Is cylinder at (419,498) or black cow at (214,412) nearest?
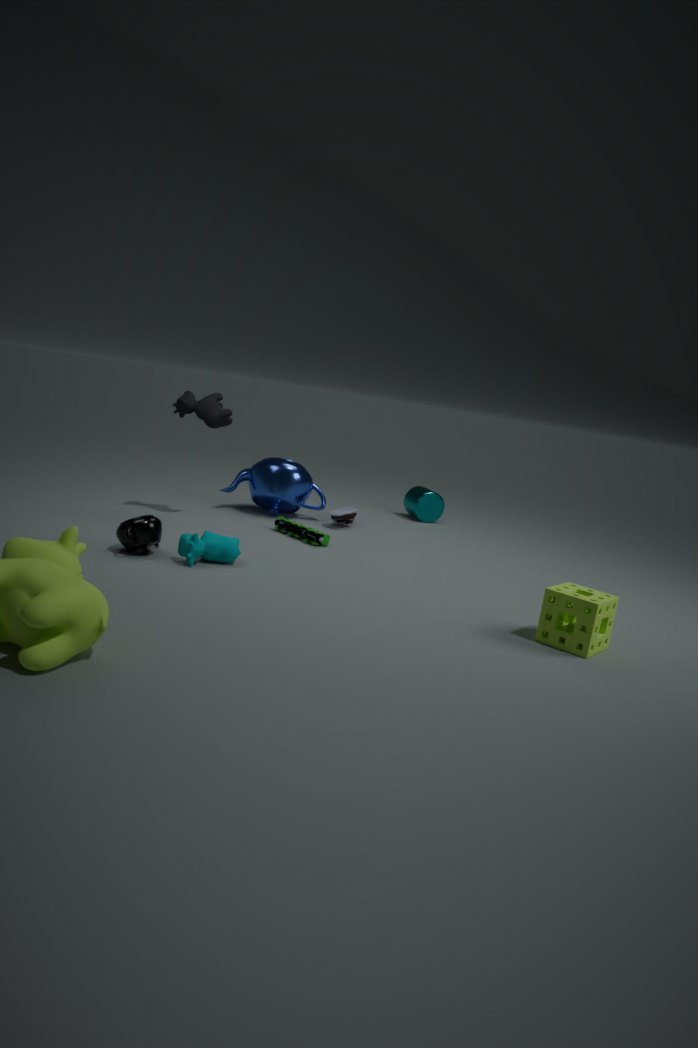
black cow at (214,412)
